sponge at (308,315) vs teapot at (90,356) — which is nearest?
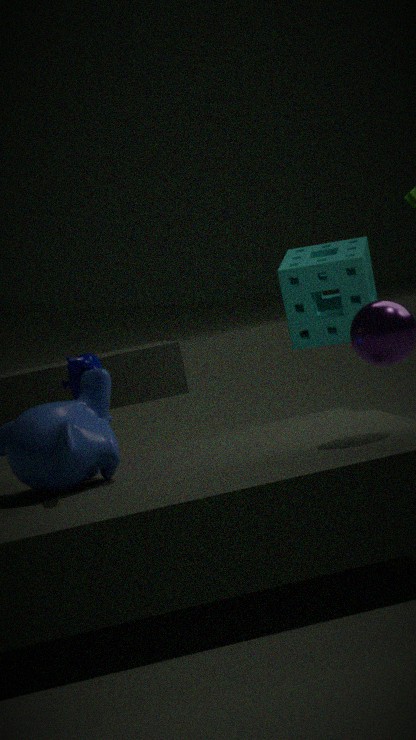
teapot at (90,356)
